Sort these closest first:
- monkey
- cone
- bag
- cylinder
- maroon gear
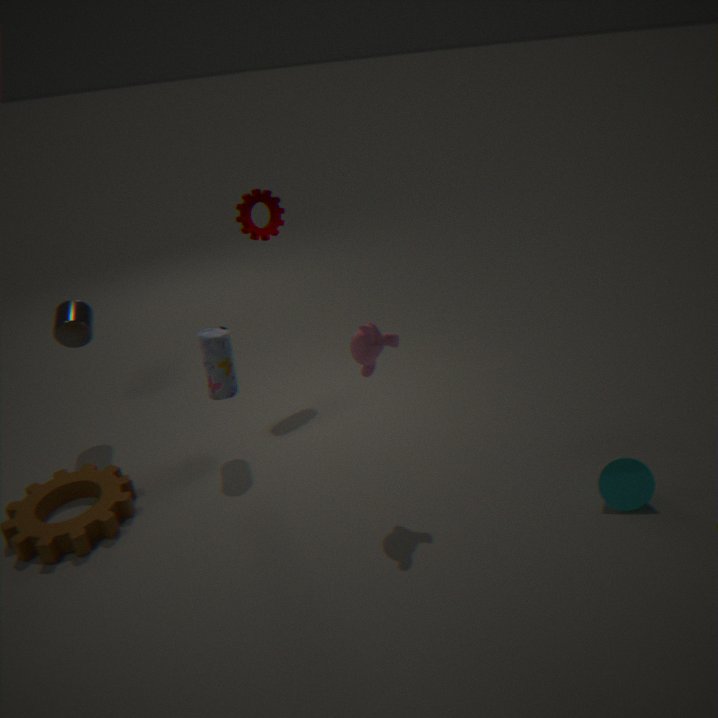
1. monkey
2. cone
3. bag
4. cylinder
5. maroon gear
